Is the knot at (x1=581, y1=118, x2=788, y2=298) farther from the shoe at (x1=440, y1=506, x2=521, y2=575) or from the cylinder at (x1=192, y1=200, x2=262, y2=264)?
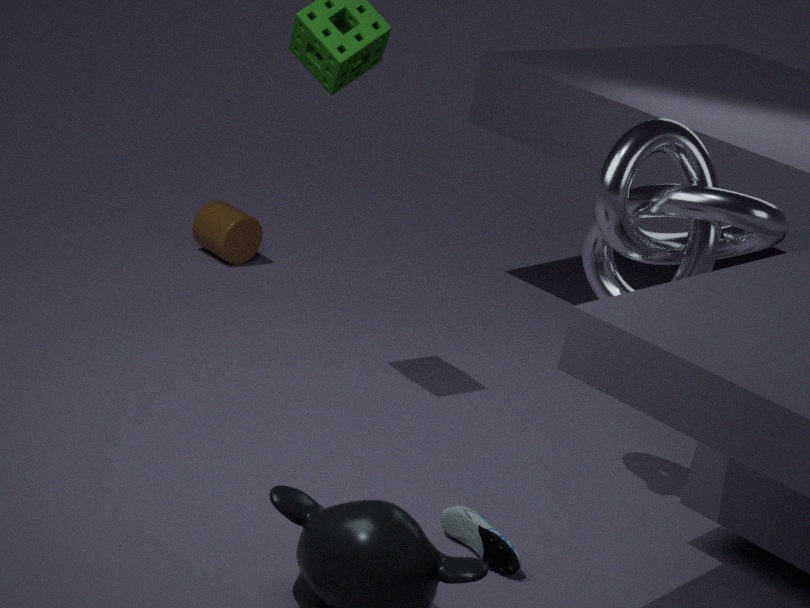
the cylinder at (x1=192, y1=200, x2=262, y2=264)
